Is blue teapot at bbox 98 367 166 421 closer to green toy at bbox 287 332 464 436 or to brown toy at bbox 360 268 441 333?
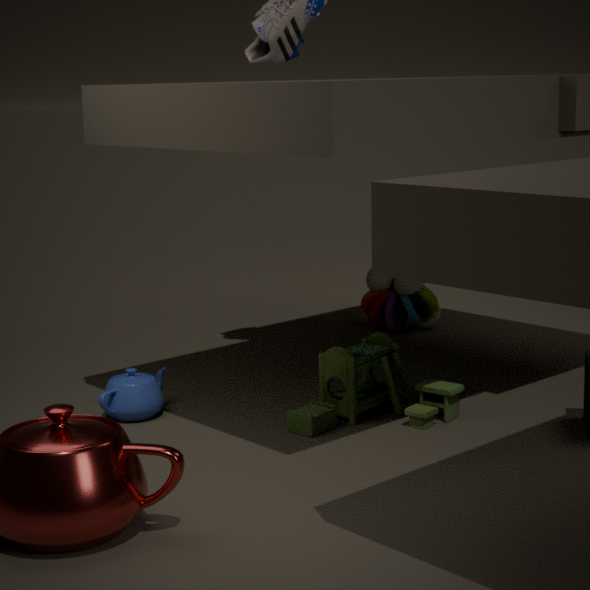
green toy at bbox 287 332 464 436
